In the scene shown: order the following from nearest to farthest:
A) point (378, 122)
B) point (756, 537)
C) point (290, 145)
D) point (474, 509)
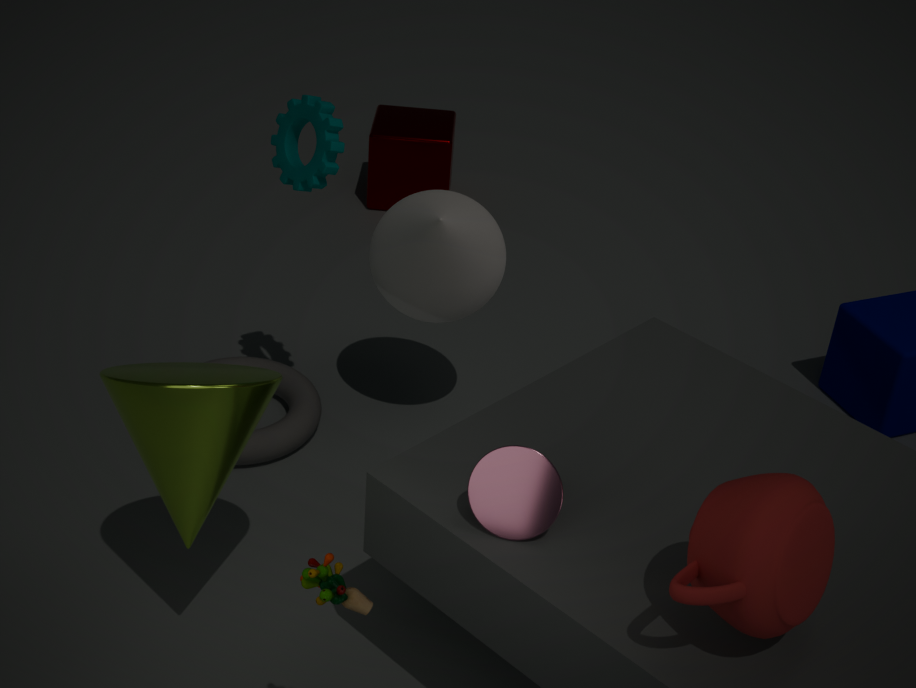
point (756, 537)
point (474, 509)
point (290, 145)
point (378, 122)
